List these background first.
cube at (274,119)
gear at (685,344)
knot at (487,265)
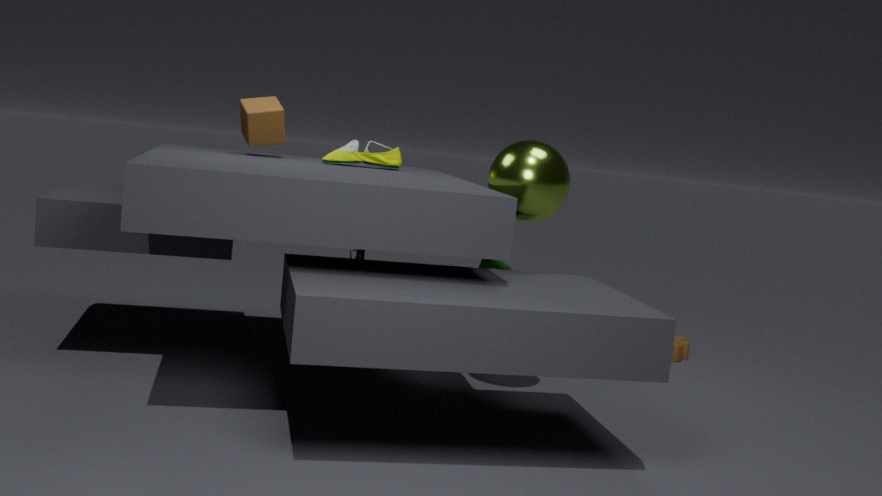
gear at (685,344)
knot at (487,265)
cube at (274,119)
